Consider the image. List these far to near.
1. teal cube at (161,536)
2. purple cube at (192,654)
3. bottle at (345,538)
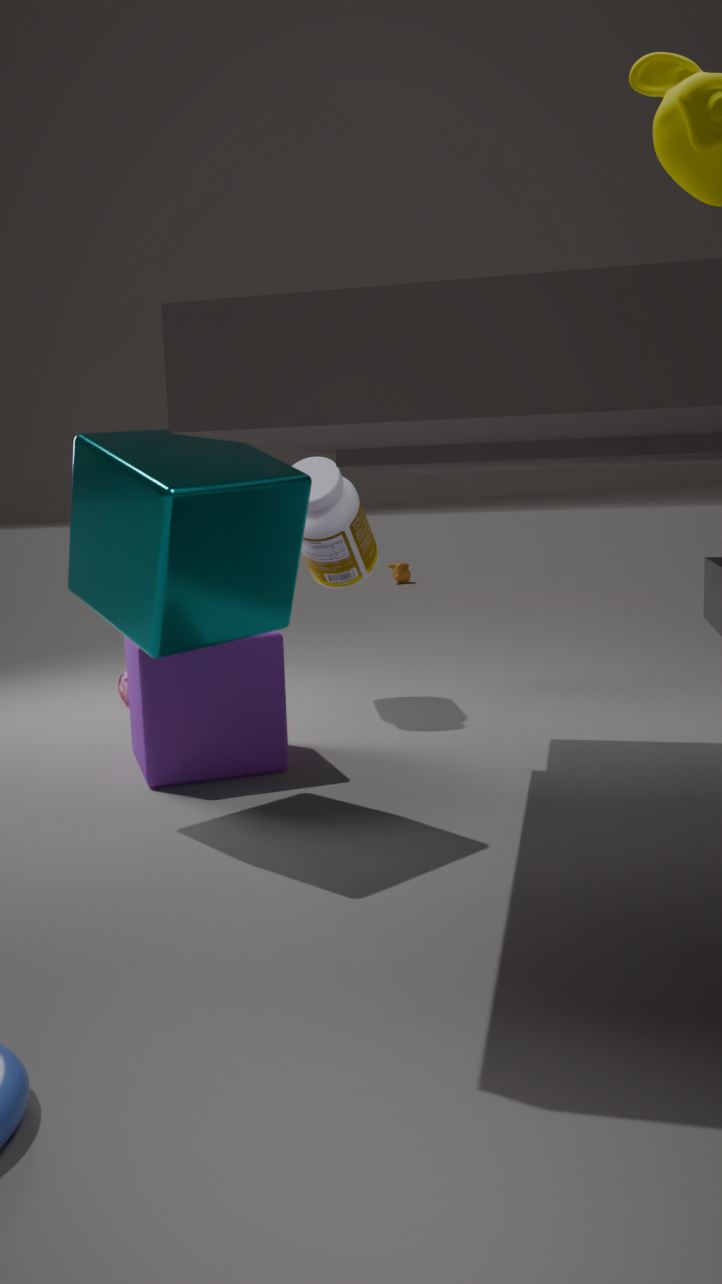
bottle at (345,538)
purple cube at (192,654)
teal cube at (161,536)
